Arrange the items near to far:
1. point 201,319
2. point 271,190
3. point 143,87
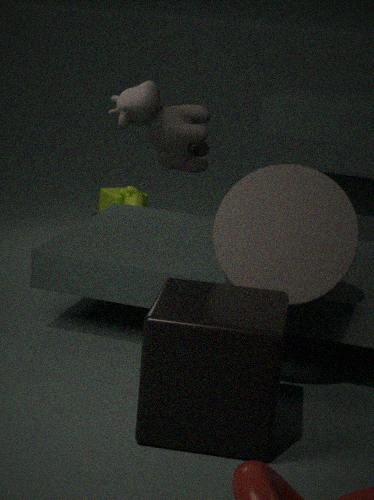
point 201,319 → point 271,190 → point 143,87
